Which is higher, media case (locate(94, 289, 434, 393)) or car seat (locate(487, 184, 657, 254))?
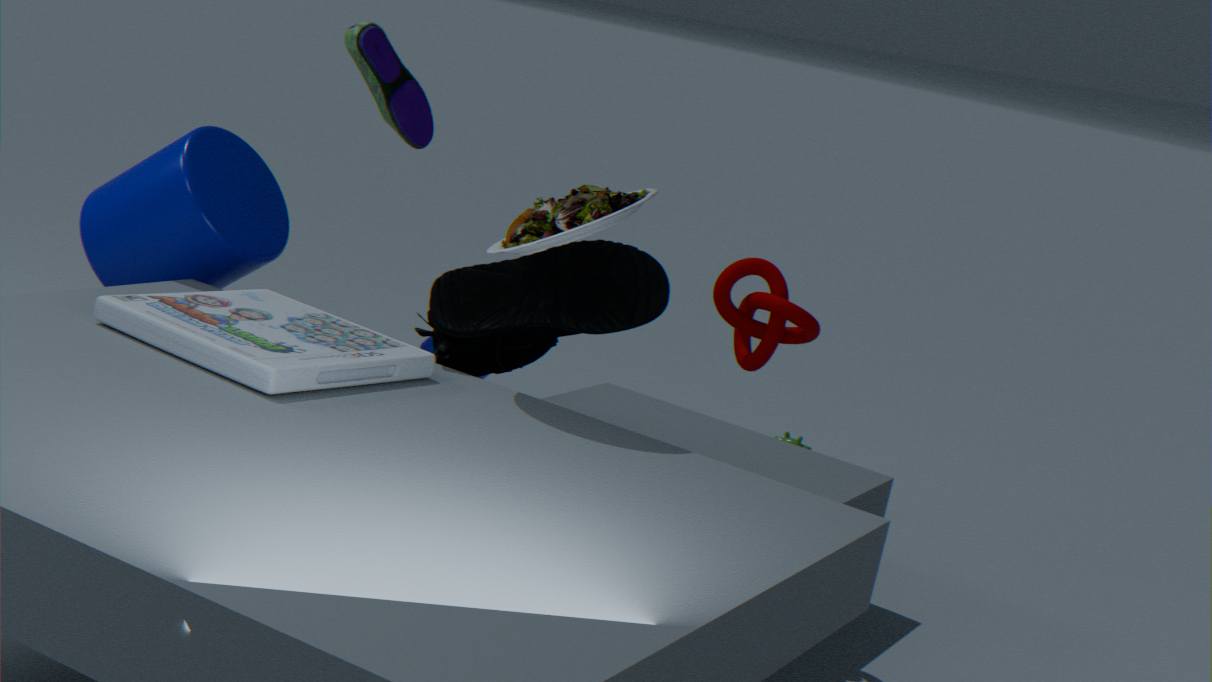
car seat (locate(487, 184, 657, 254))
